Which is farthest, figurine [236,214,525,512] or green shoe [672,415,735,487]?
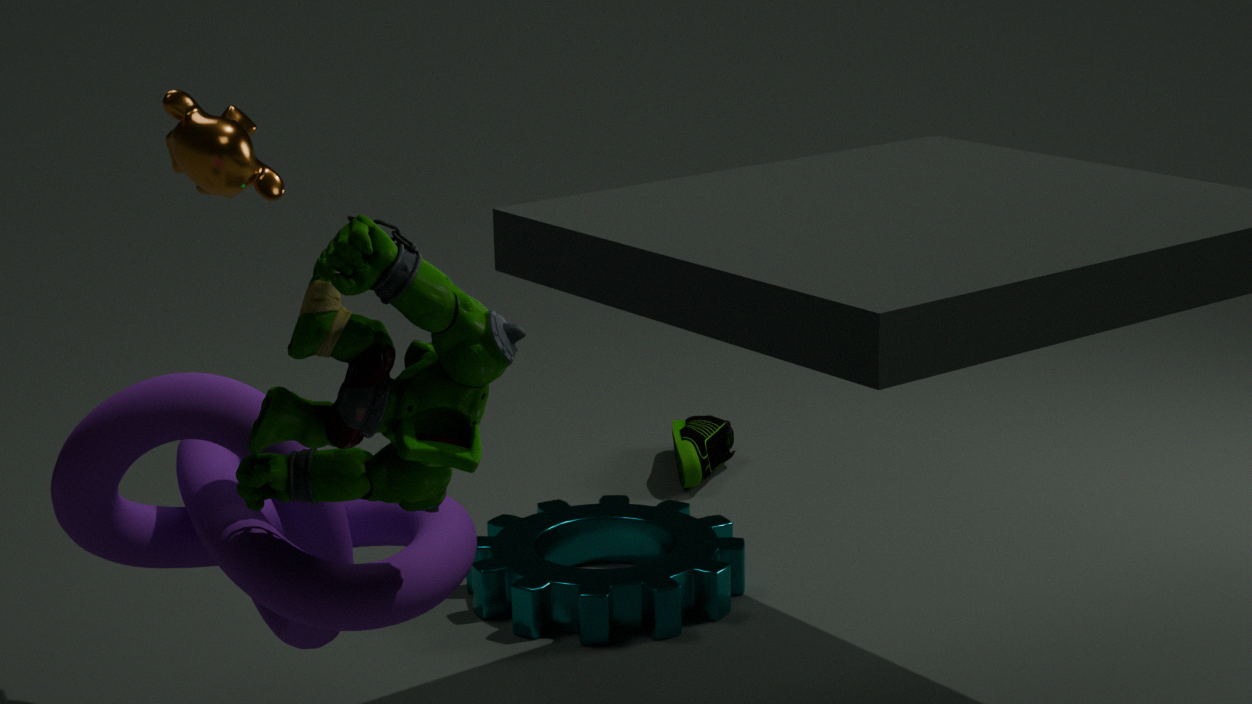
green shoe [672,415,735,487]
